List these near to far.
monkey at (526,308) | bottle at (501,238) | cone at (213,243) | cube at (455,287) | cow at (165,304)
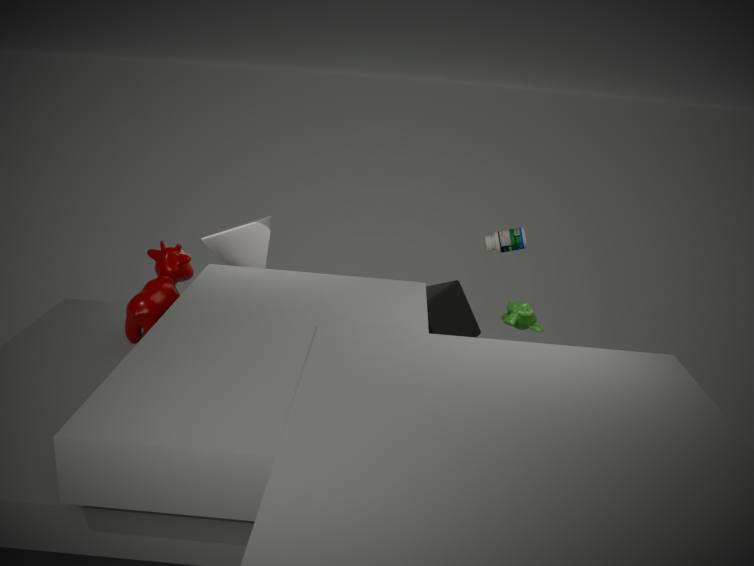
cow at (165,304) → monkey at (526,308) → cube at (455,287) → cone at (213,243) → bottle at (501,238)
